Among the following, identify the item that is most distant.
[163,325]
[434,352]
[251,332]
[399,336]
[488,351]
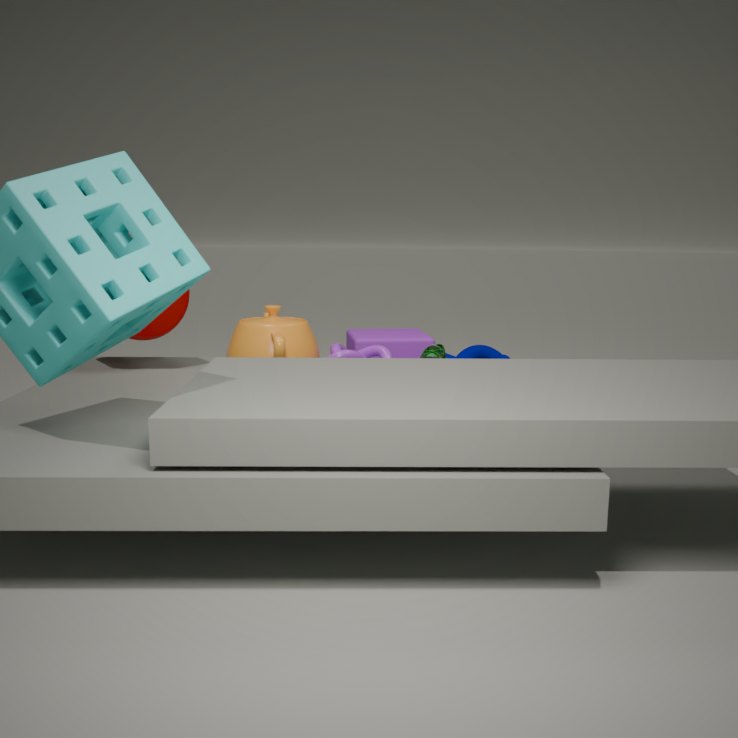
[488,351]
